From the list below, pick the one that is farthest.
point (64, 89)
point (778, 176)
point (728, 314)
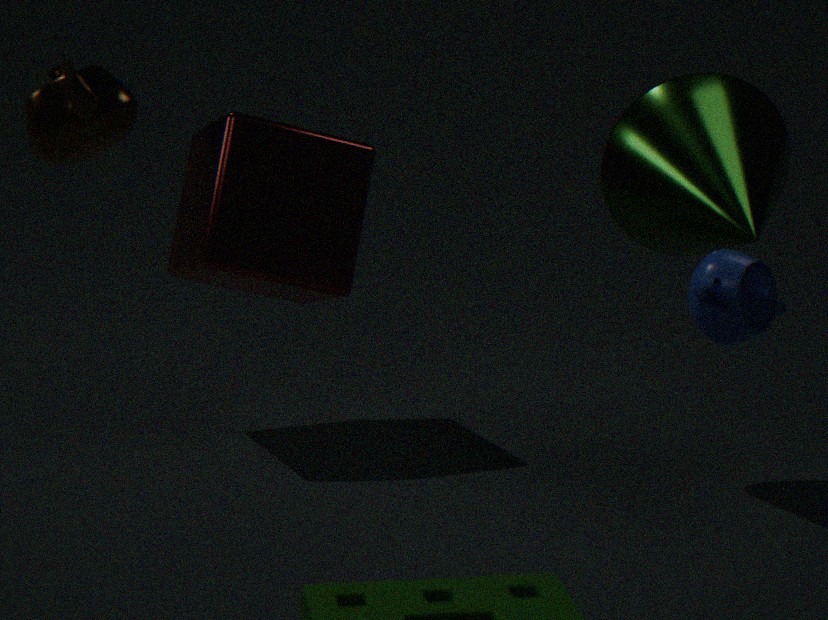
point (778, 176)
